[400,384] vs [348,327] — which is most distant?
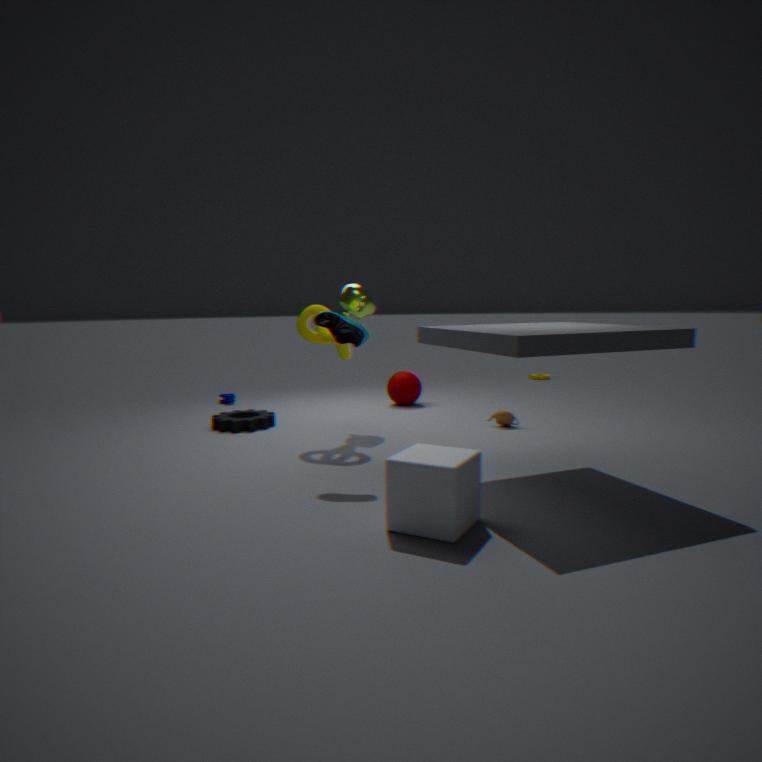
[400,384]
